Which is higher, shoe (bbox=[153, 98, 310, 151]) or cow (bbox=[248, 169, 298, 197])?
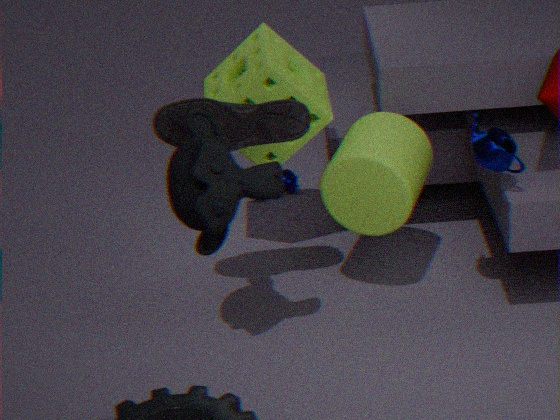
shoe (bbox=[153, 98, 310, 151])
